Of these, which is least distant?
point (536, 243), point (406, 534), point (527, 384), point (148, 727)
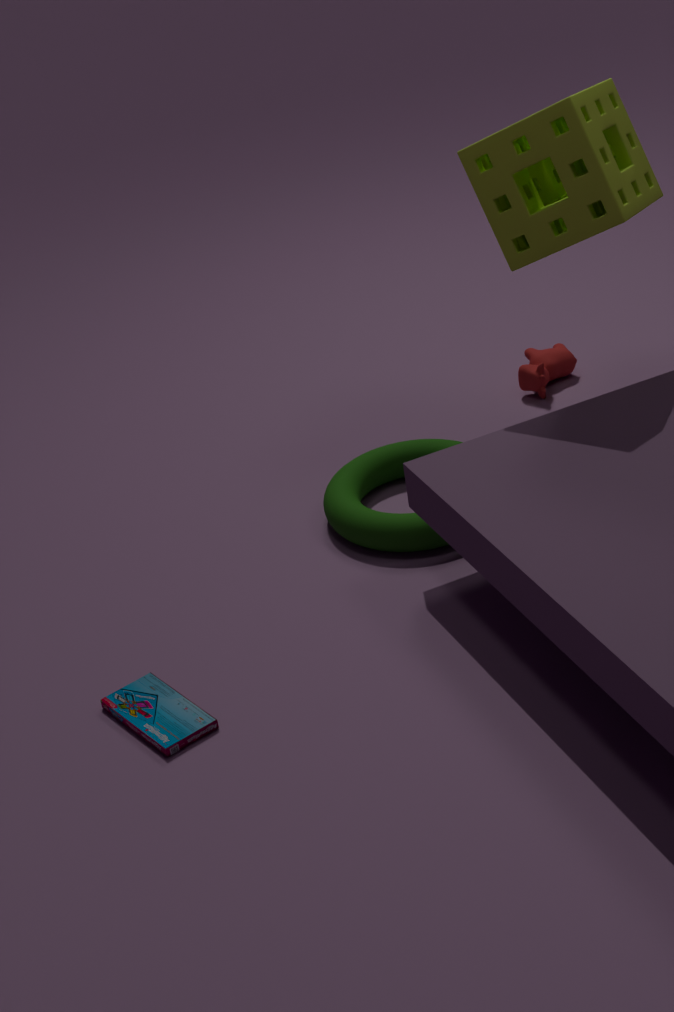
point (148, 727)
